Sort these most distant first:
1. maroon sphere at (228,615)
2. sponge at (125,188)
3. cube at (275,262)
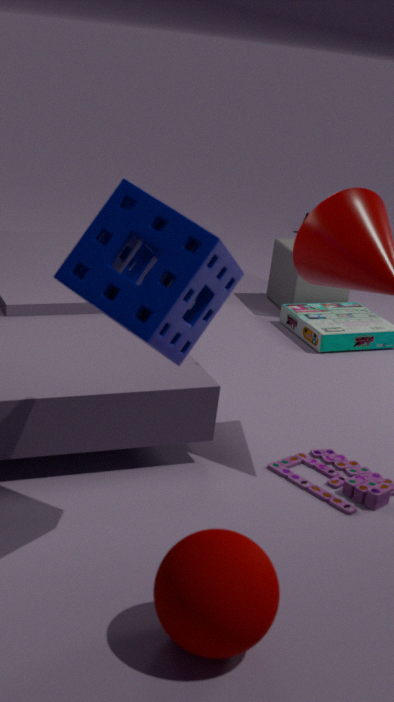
cube at (275,262) < sponge at (125,188) < maroon sphere at (228,615)
